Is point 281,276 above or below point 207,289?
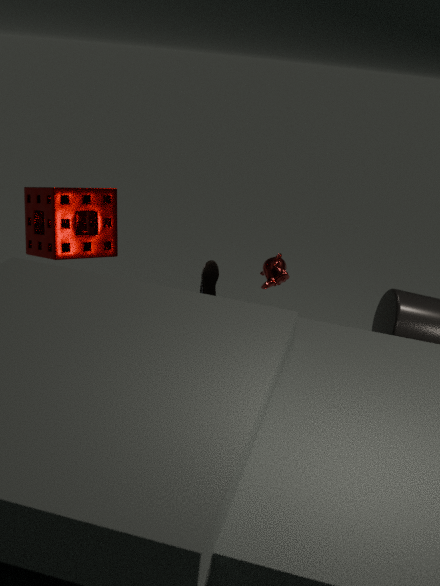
above
